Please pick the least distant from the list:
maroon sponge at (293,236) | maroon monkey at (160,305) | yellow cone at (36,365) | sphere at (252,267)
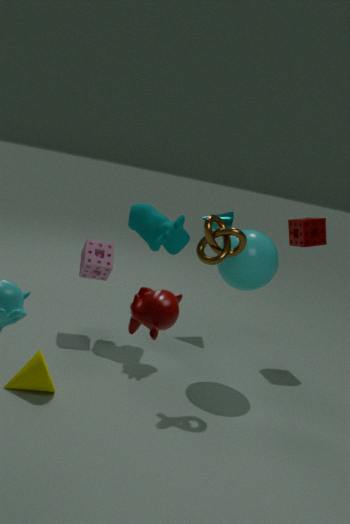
maroon monkey at (160,305)
